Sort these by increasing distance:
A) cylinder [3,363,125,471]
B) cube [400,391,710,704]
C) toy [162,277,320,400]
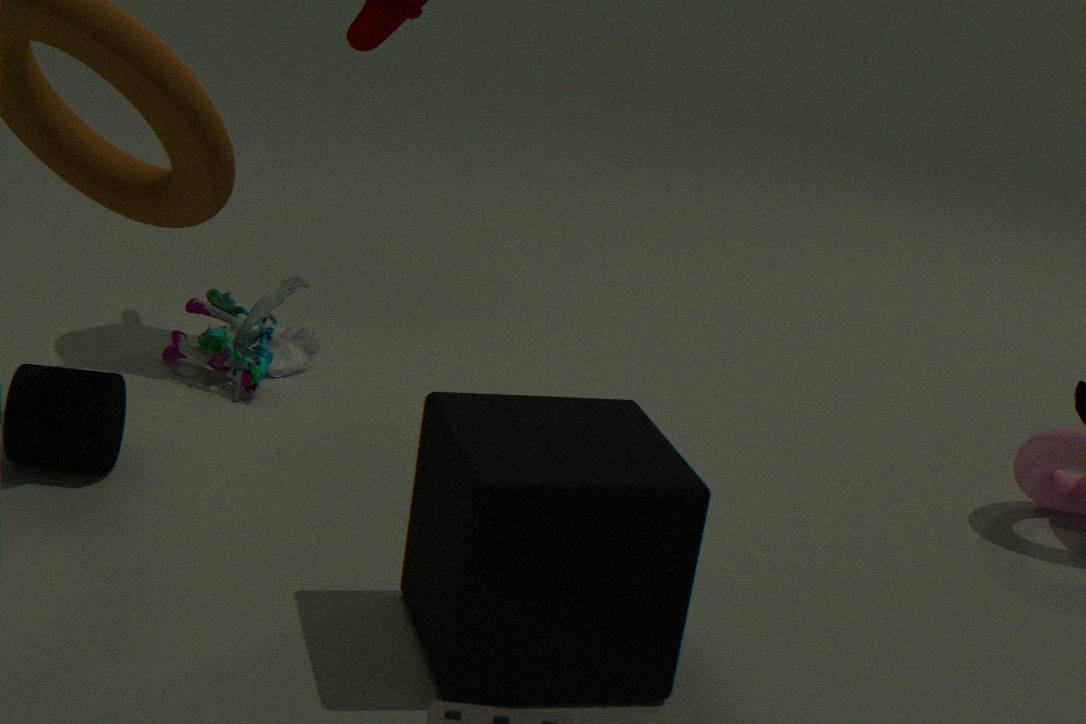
cube [400,391,710,704] → cylinder [3,363,125,471] → toy [162,277,320,400]
